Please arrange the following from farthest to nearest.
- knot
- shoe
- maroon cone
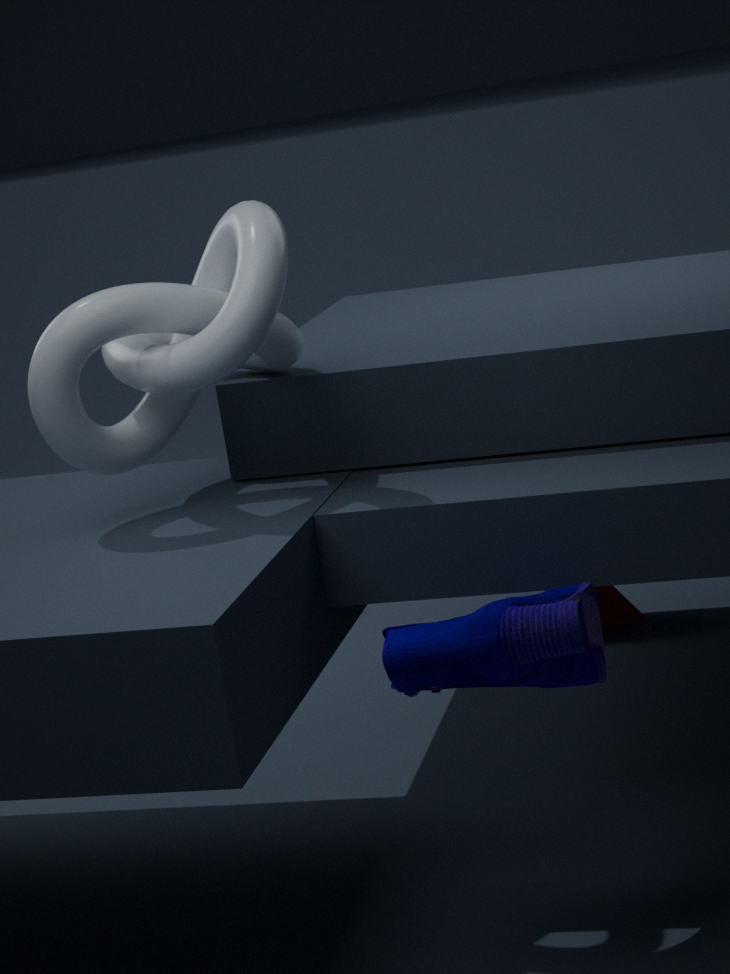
maroon cone, knot, shoe
